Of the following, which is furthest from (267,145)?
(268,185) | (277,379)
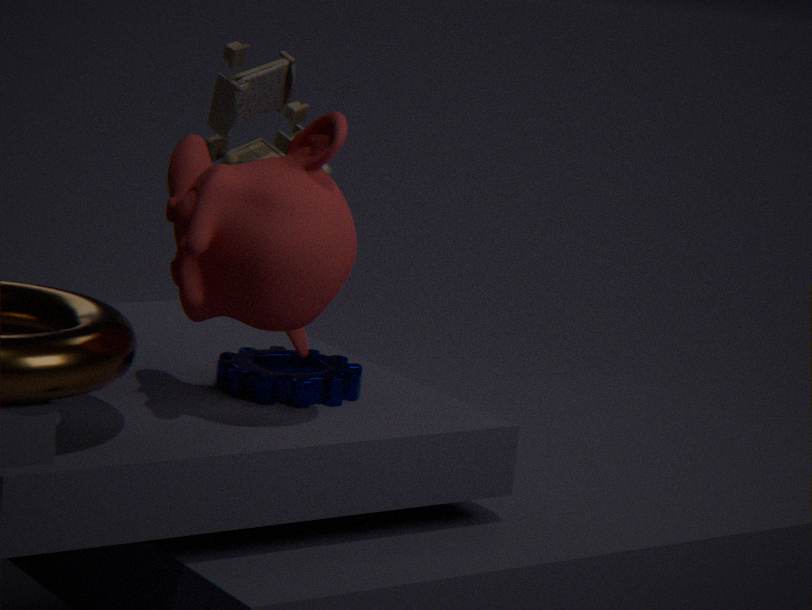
(268,185)
